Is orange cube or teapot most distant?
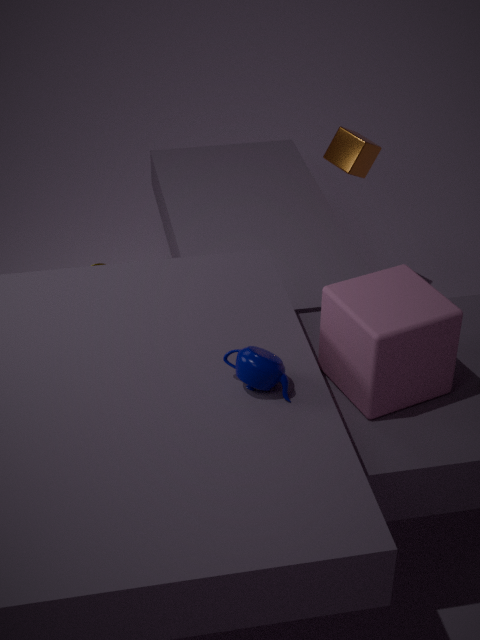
orange cube
